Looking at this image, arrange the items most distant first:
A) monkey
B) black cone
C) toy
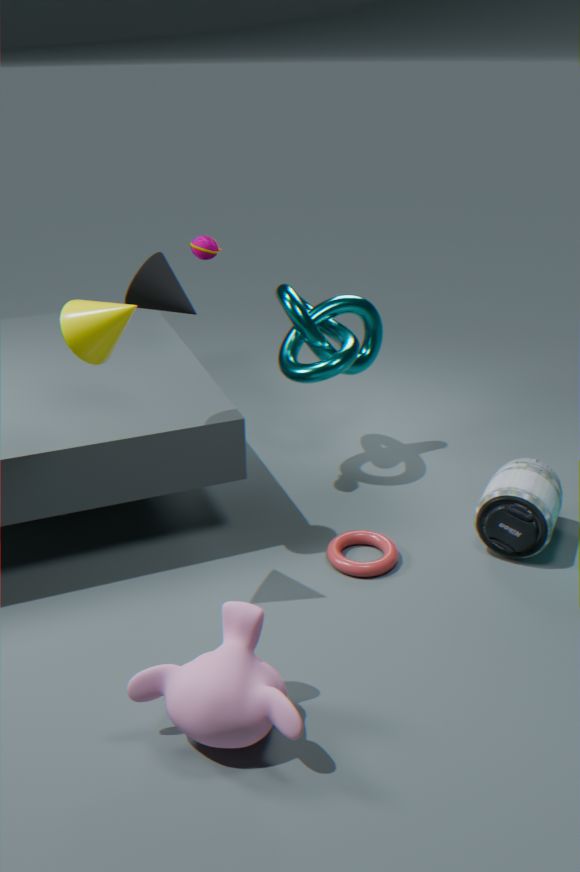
toy, black cone, monkey
